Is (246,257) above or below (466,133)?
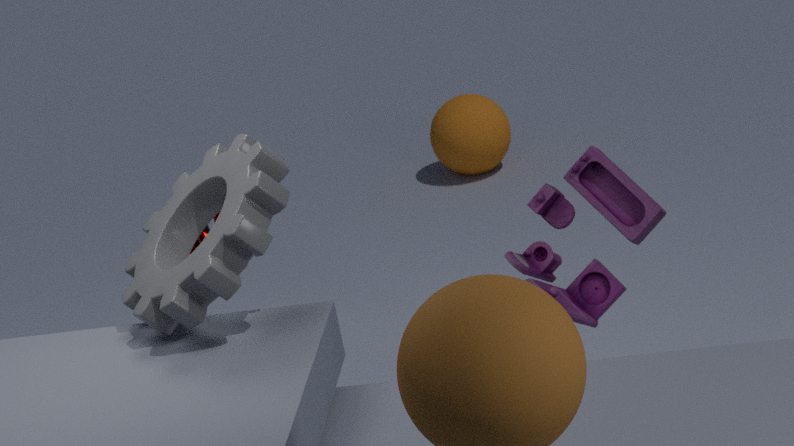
above
